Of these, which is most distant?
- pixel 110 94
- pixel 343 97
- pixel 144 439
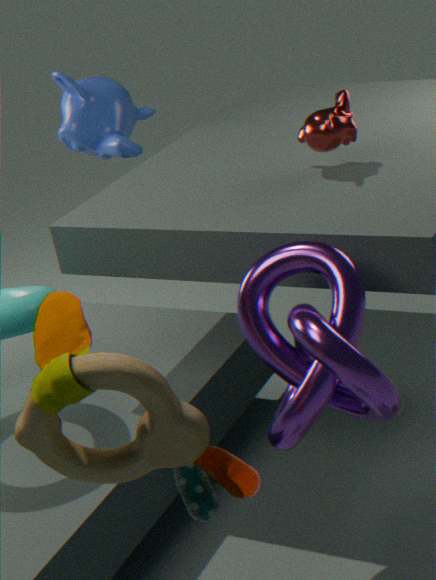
pixel 110 94
